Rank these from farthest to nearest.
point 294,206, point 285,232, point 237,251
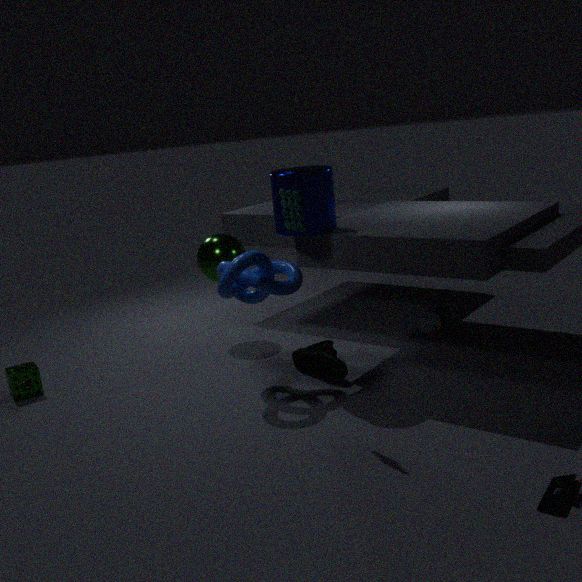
point 237,251, point 285,232, point 294,206
